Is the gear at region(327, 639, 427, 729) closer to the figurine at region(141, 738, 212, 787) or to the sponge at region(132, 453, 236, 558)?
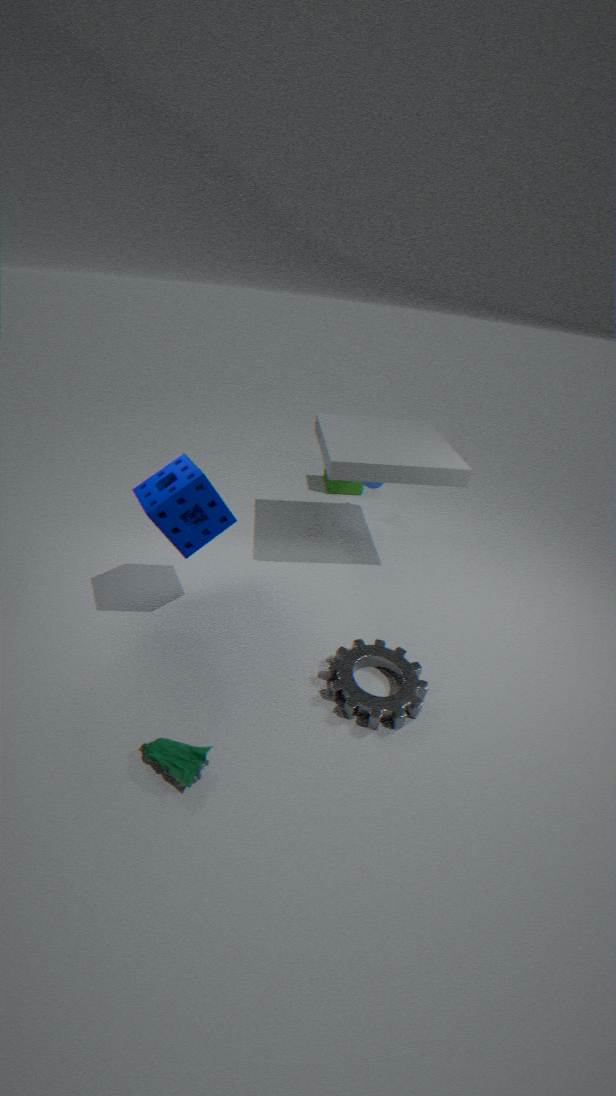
the figurine at region(141, 738, 212, 787)
